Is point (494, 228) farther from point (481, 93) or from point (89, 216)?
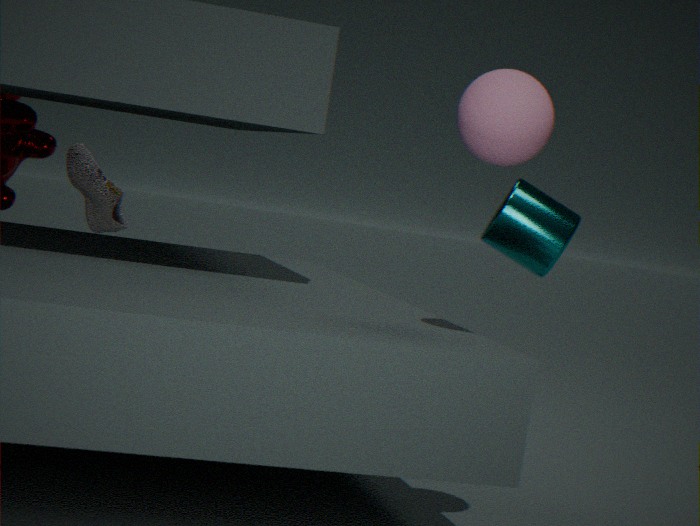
point (89, 216)
